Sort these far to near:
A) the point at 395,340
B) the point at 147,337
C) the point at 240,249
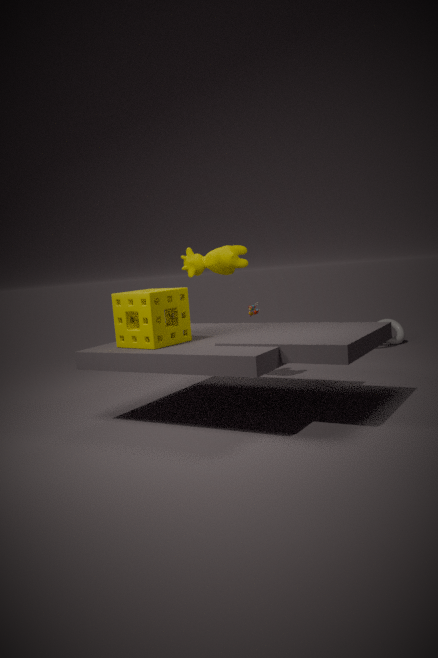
1. A. the point at 395,340
2. C. the point at 240,249
3. B. the point at 147,337
